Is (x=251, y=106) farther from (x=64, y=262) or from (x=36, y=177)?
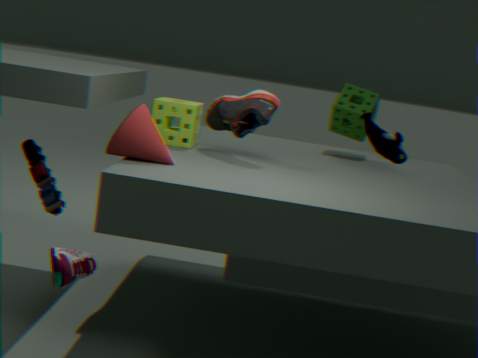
(x=64, y=262)
